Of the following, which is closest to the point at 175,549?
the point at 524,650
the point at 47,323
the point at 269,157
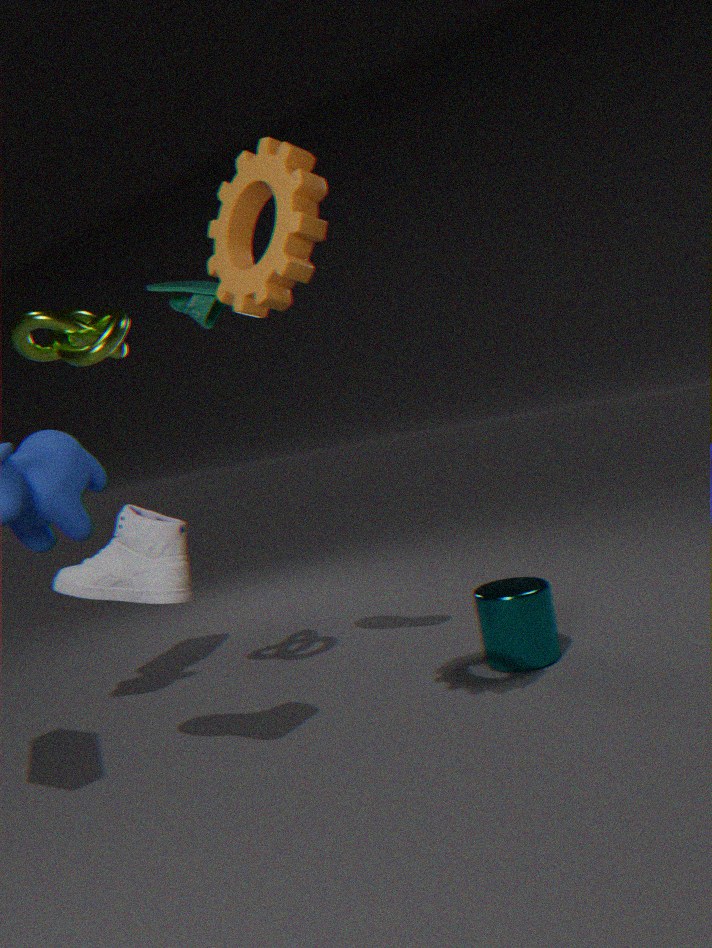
the point at 47,323
